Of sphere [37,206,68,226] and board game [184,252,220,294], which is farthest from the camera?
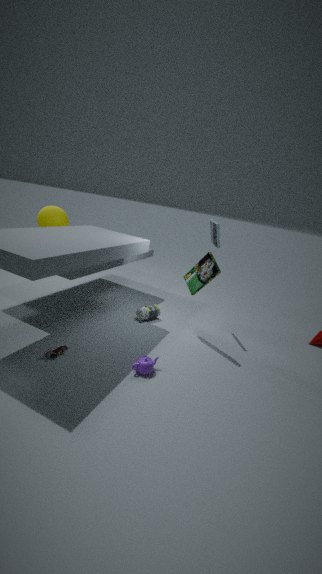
sphere [37,206,68,226]
